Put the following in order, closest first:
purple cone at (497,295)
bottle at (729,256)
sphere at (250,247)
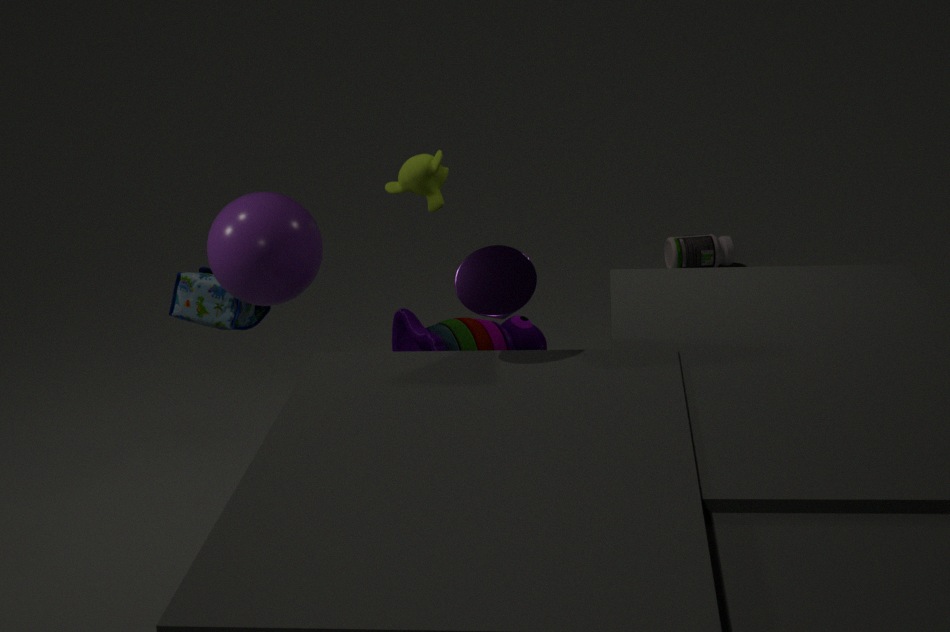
purple cone at (497,295), sphere at (250,247), bottle at (729,256)
